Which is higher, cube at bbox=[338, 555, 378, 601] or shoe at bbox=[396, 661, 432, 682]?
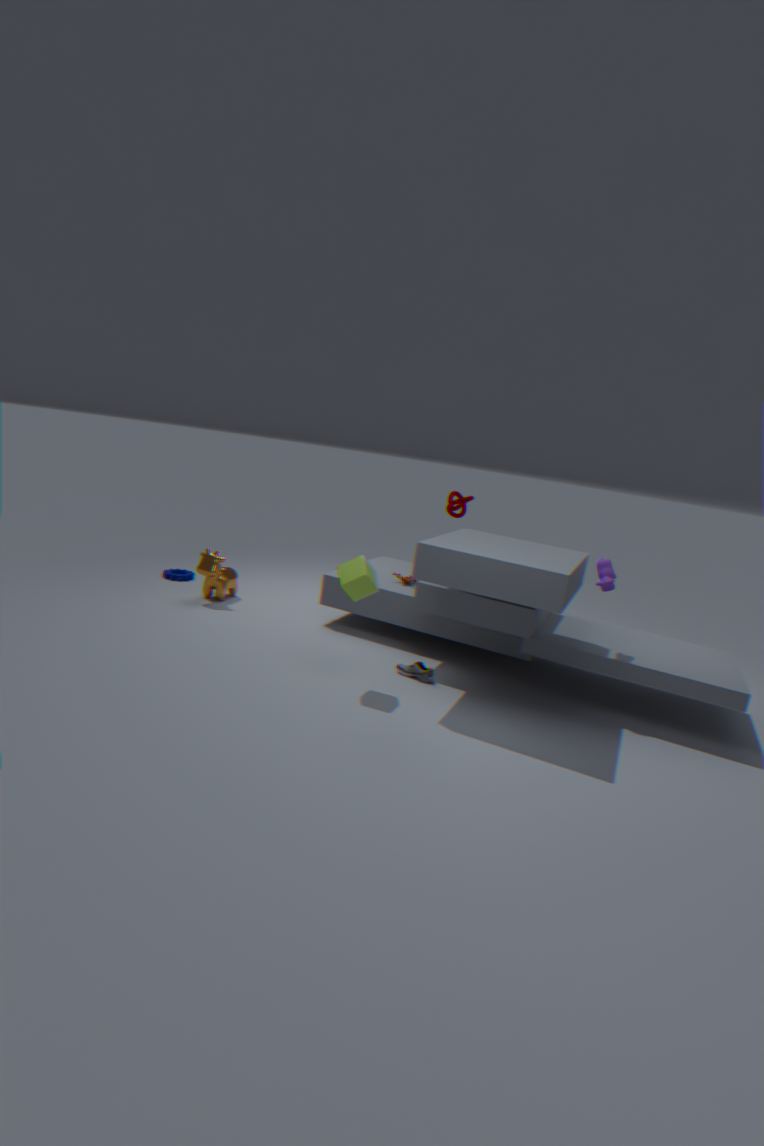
cube at bbox=[338, 555, 378, 601]
